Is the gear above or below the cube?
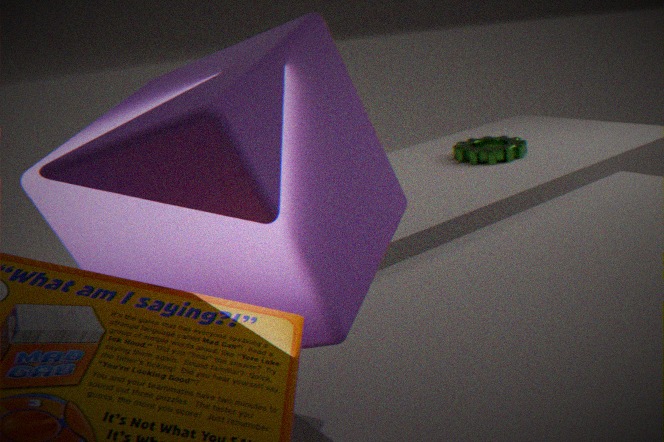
below
